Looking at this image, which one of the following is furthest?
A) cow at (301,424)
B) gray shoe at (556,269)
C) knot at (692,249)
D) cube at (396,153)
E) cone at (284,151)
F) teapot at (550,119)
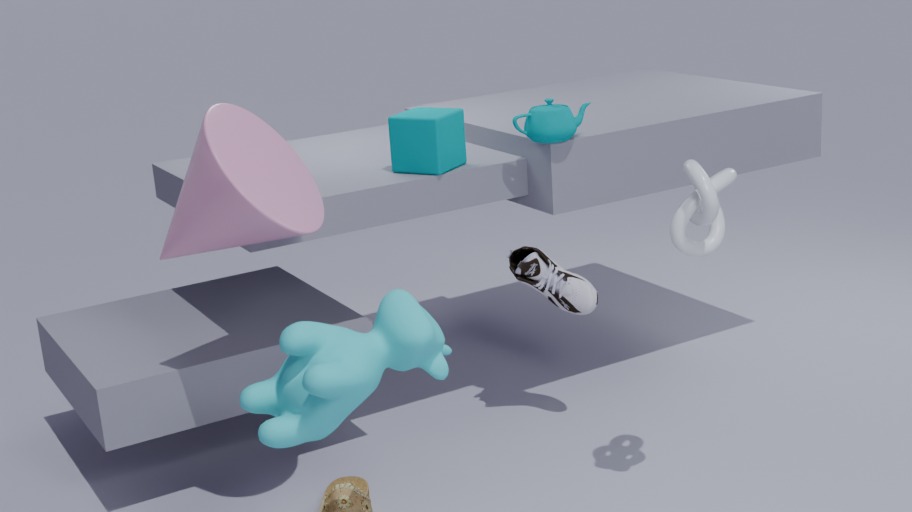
gray shoe at (556,269)
